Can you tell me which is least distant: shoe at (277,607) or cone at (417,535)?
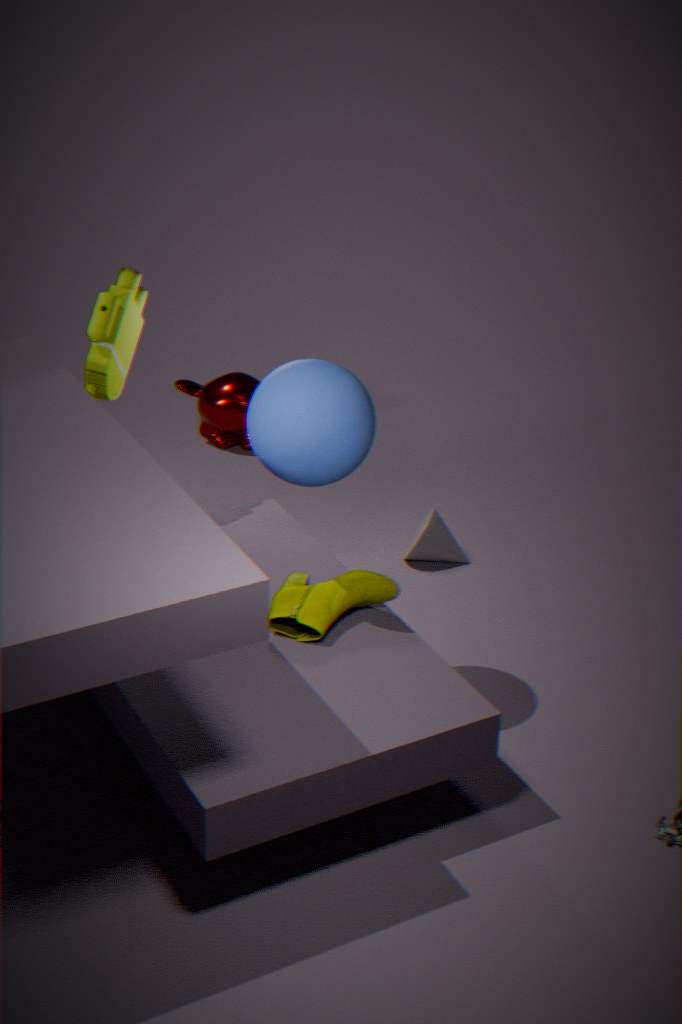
shoe at (277,607)
